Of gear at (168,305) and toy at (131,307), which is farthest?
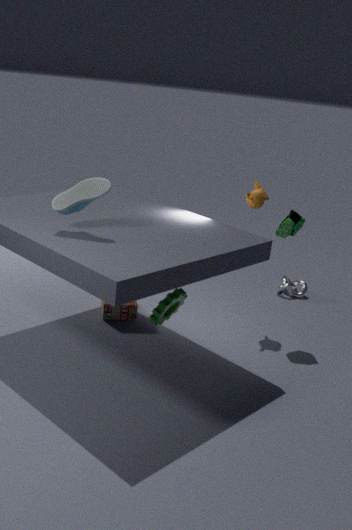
toy at (131,307)
